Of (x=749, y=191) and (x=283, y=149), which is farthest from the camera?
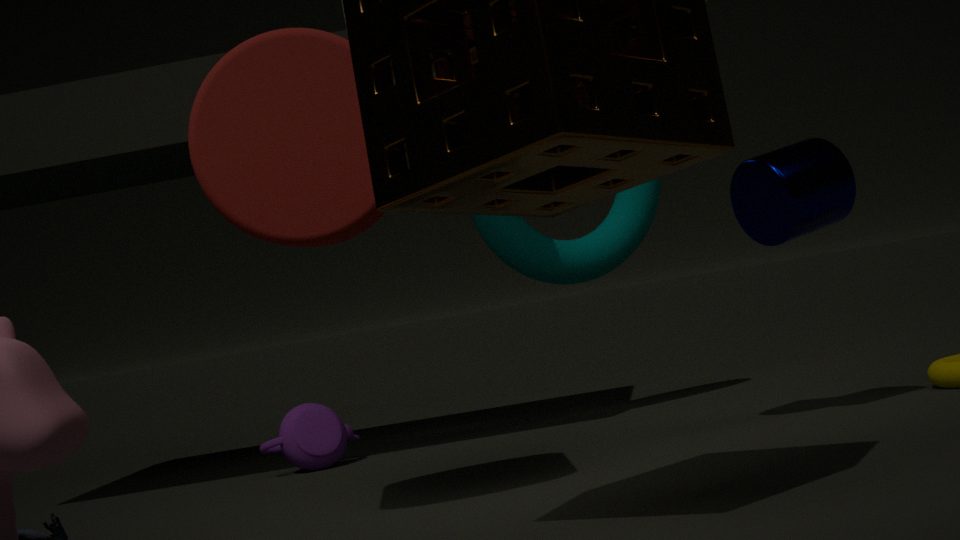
(x=749, y=191)
